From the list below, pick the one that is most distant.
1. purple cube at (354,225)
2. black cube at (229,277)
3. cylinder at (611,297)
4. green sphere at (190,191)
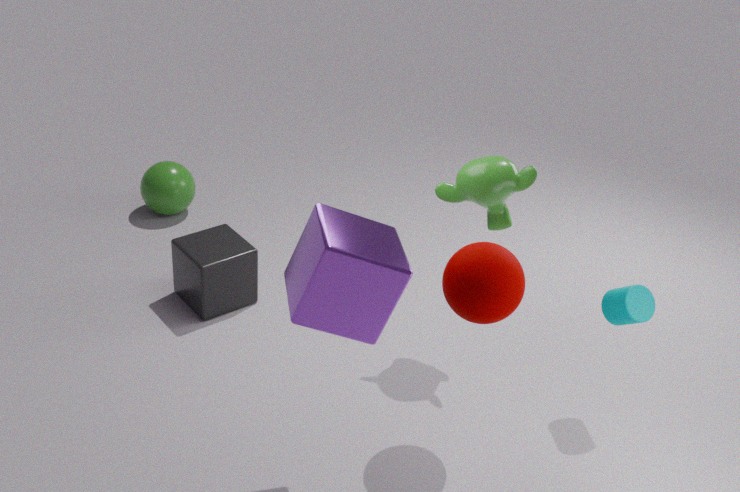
green sphere at (190,191)
